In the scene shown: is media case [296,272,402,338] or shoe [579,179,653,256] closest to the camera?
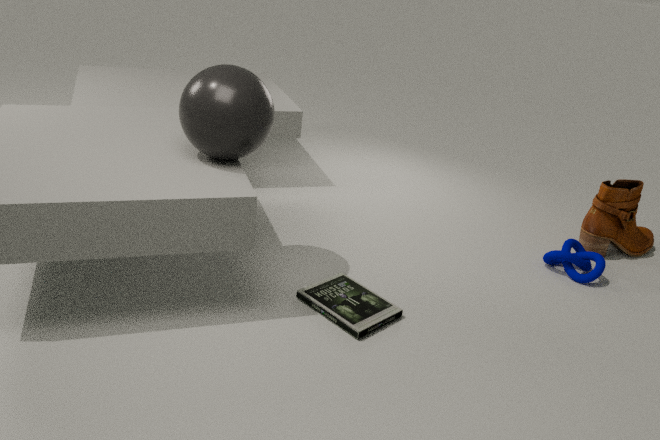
media case [296,272,402,338]
